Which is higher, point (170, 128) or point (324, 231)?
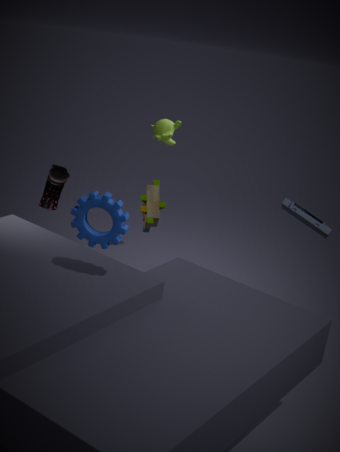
point (170, 128)
